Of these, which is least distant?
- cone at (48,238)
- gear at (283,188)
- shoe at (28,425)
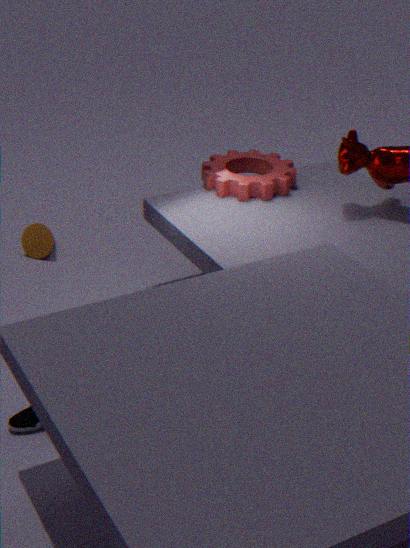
shoe at (28,425)
